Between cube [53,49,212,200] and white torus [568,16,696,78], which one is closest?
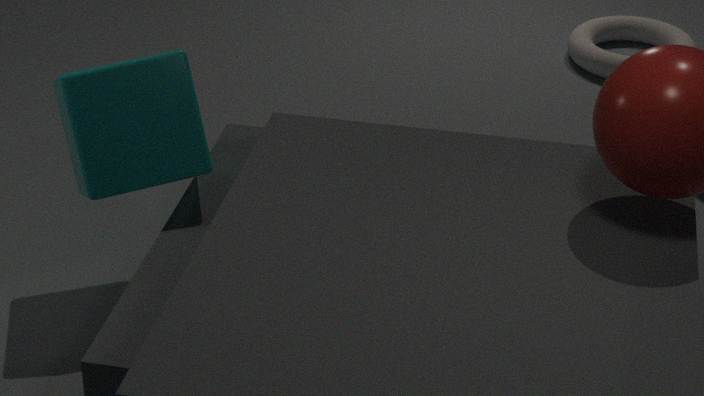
cube [53,49,212,200]
